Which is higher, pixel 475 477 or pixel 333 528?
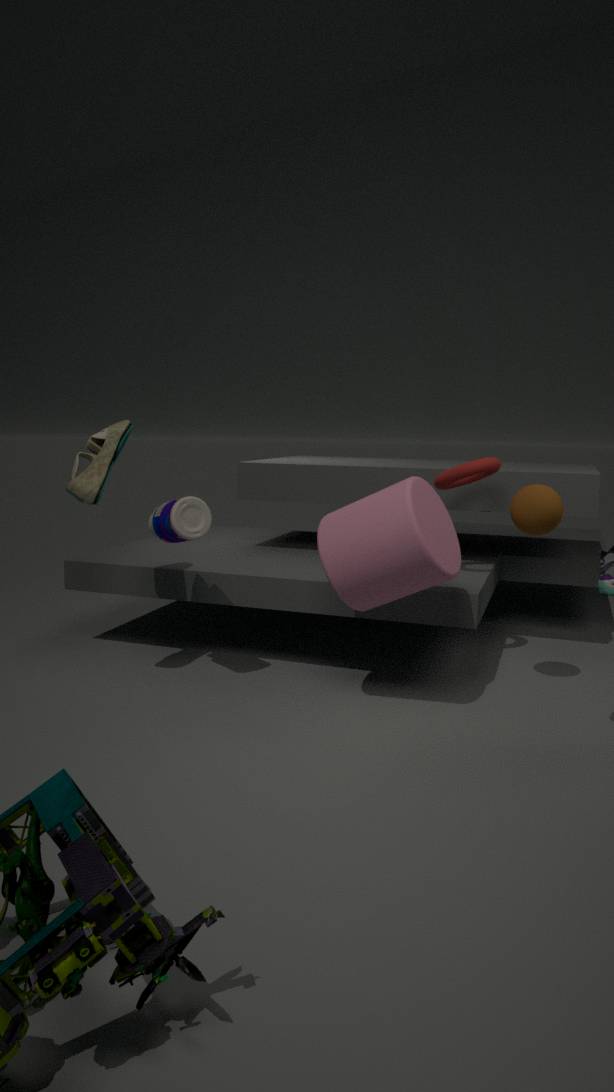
pixel 475 477
